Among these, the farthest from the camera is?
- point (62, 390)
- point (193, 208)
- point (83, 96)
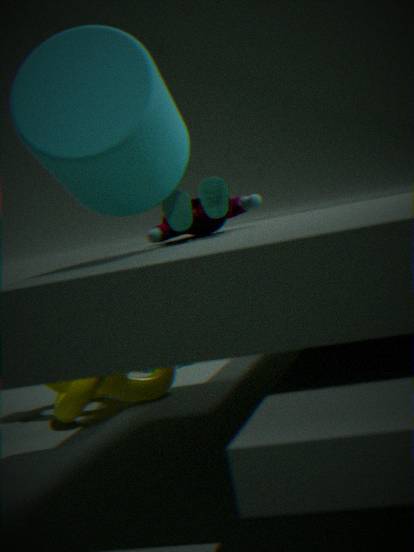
point (62, 390)
